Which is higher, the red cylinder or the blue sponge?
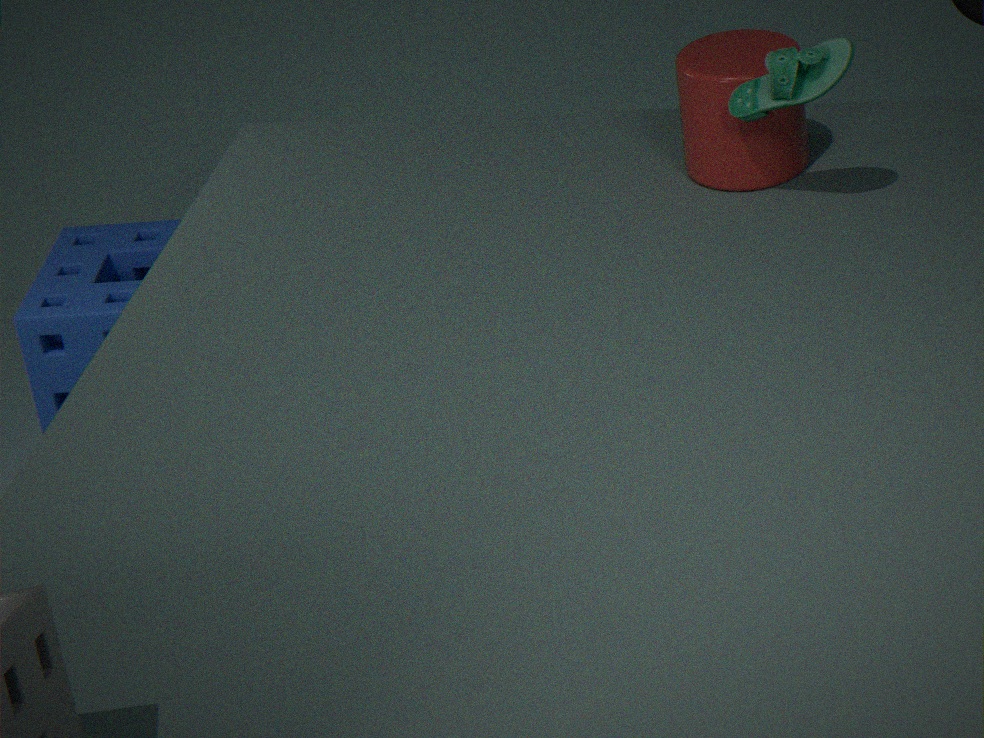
the red cylinder
